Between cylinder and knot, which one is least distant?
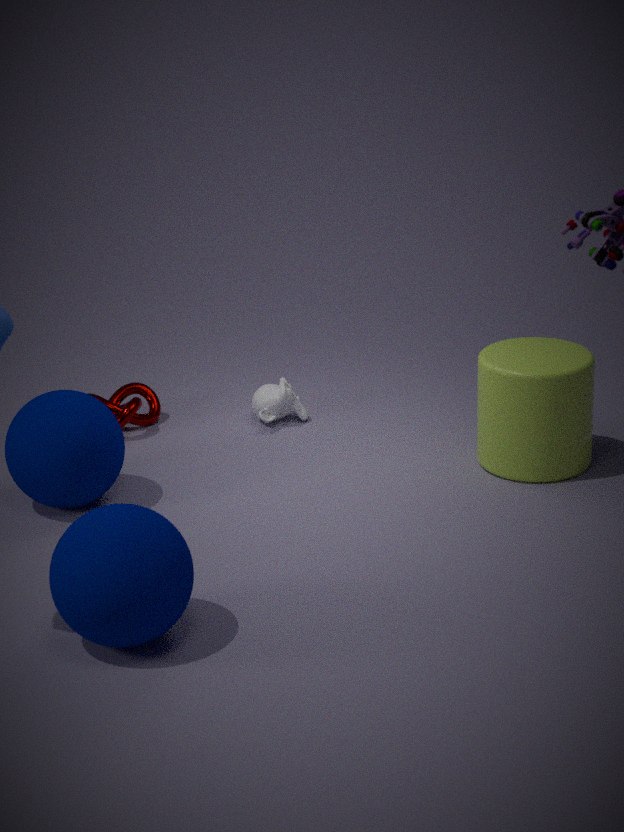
cylinder
